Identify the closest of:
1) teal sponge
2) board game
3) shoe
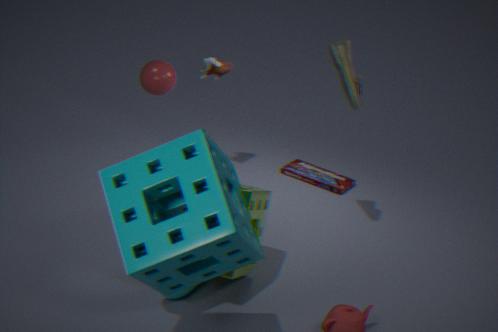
1. teal sponge
